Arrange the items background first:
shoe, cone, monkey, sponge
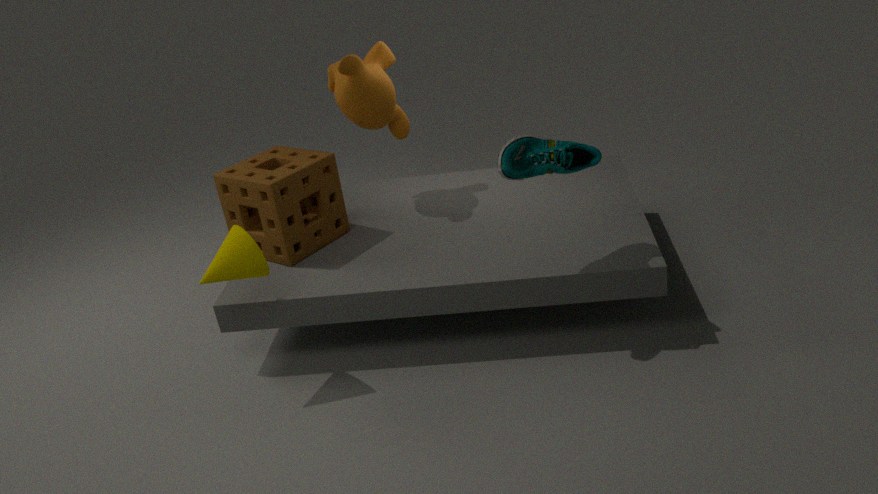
monkey
sponge
cone
shoe
